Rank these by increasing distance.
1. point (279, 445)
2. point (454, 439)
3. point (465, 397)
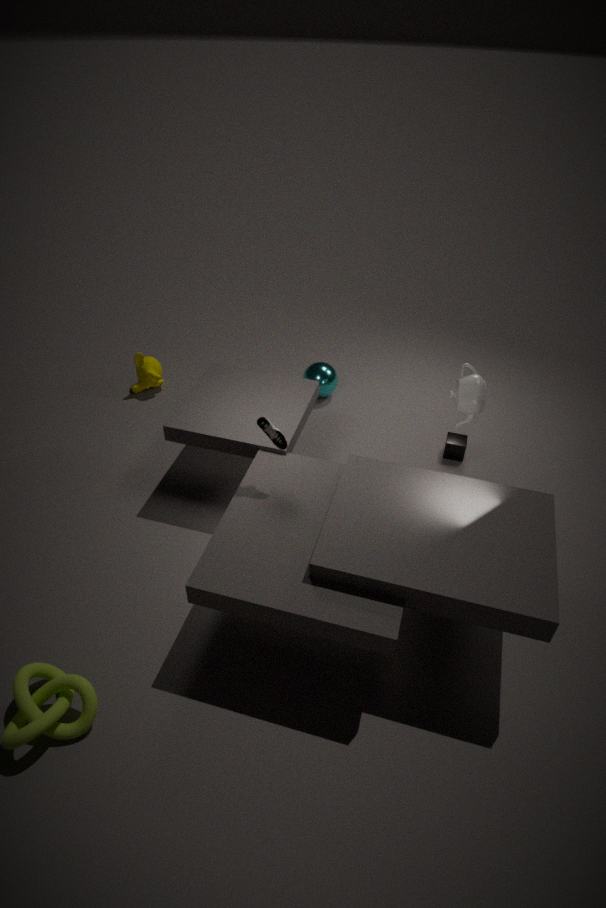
point (279, 445) < point (465, 397) < point (454, 439)
